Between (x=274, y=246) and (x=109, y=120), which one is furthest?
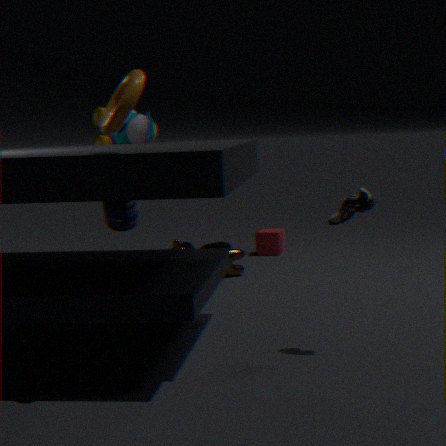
(x=274, y=246)
